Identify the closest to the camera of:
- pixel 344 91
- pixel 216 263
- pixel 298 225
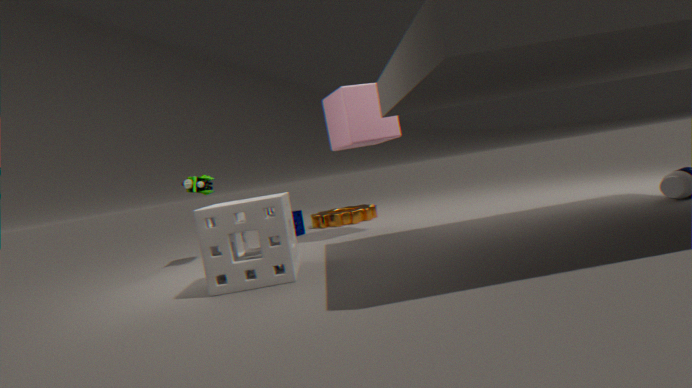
pixel 216 263
